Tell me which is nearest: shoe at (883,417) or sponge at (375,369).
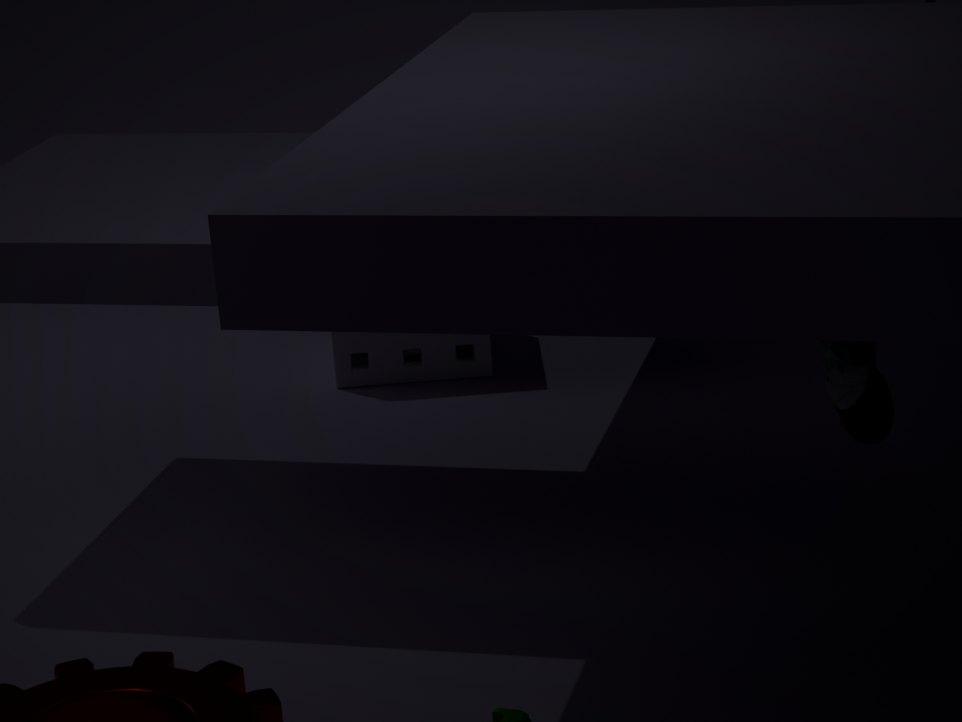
shoe at (883,417)
